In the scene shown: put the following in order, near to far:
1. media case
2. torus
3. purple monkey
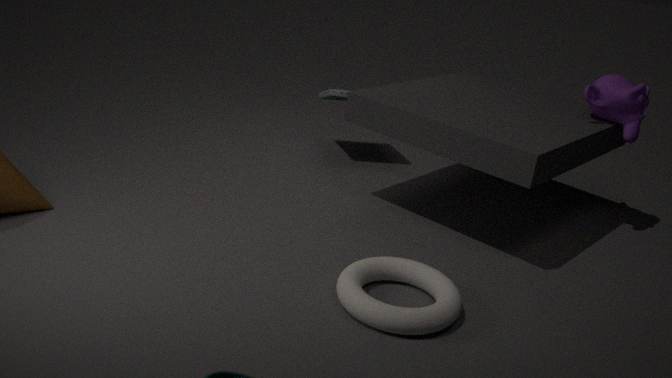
1. torus
2. purple monkey
3. media case
